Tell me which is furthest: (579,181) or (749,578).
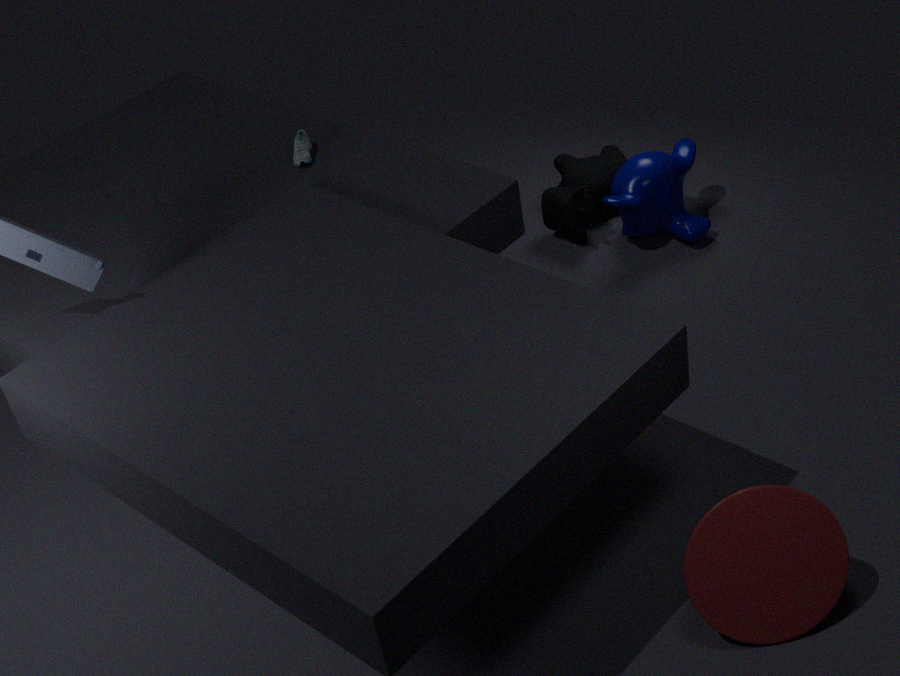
(579,181)
